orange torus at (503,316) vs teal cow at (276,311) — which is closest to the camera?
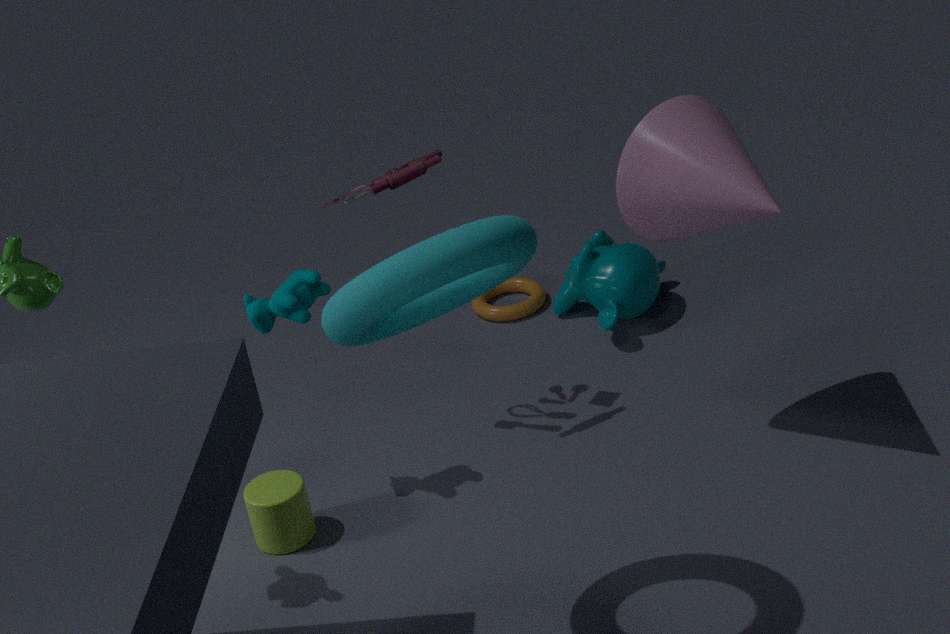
teal cow at (276,311)
